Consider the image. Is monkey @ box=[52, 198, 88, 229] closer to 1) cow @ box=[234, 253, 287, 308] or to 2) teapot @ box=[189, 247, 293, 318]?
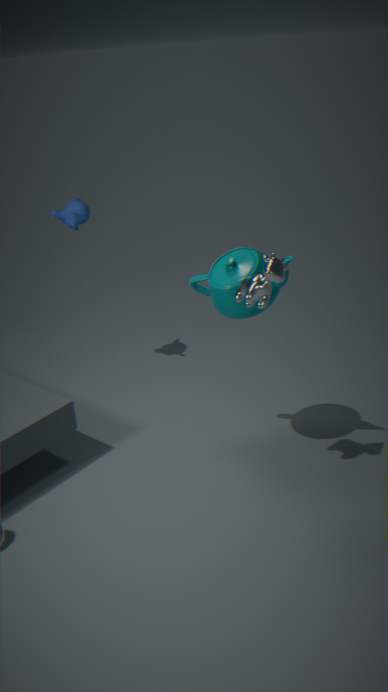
2) teapot @ box=[189, 247, 293, 318]
